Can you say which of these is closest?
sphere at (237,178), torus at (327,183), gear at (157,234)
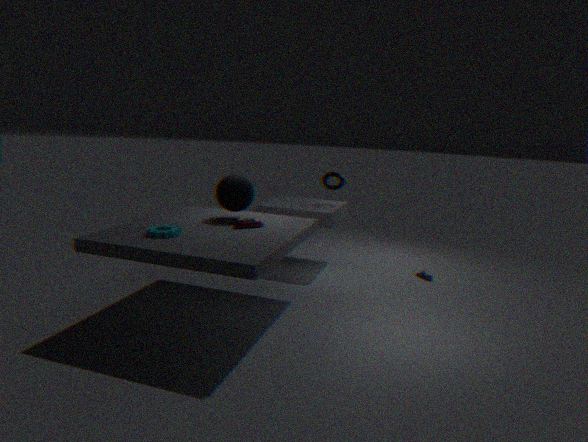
gear at (157,234)
